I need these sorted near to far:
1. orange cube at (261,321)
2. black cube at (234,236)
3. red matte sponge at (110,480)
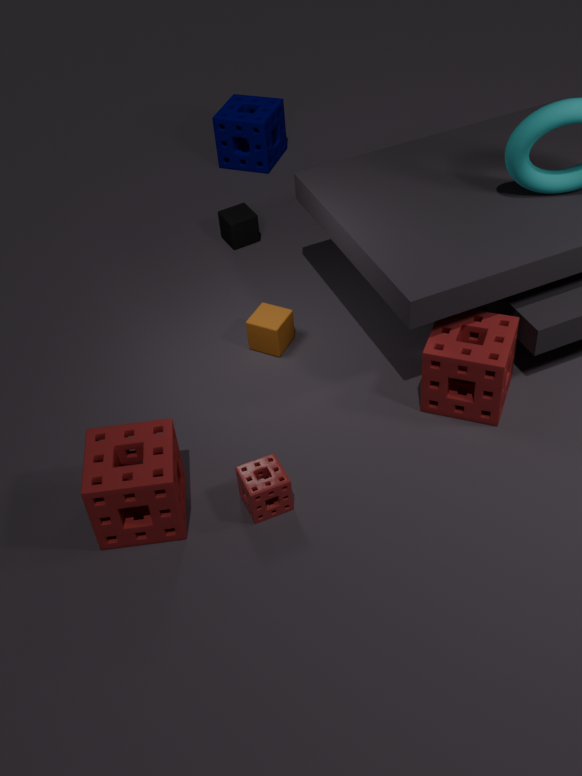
1. red matte sponge at (110,480)
2. orange cube at (261,321)
3. black cube at (234,236)
